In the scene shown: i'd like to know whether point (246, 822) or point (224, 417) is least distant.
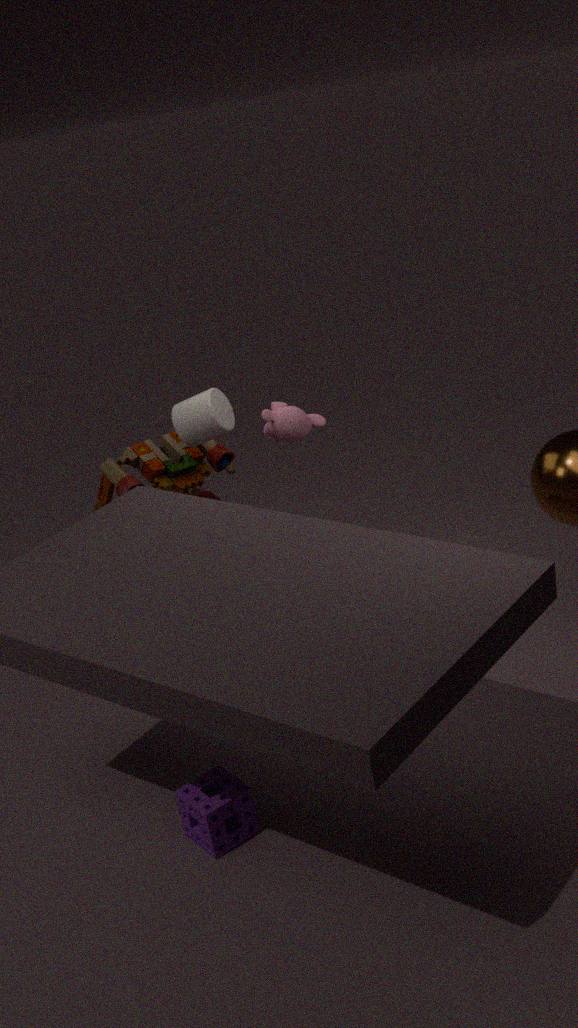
point (246, 822)
